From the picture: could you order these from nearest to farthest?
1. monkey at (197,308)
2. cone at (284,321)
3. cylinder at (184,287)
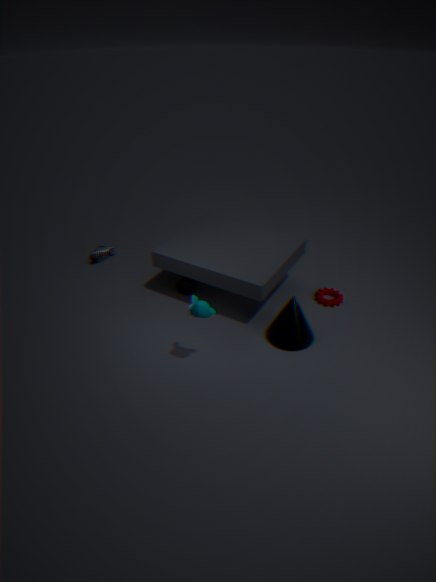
monkey at (197,308) → cone at (284,321) → cylinder at (184,287)
